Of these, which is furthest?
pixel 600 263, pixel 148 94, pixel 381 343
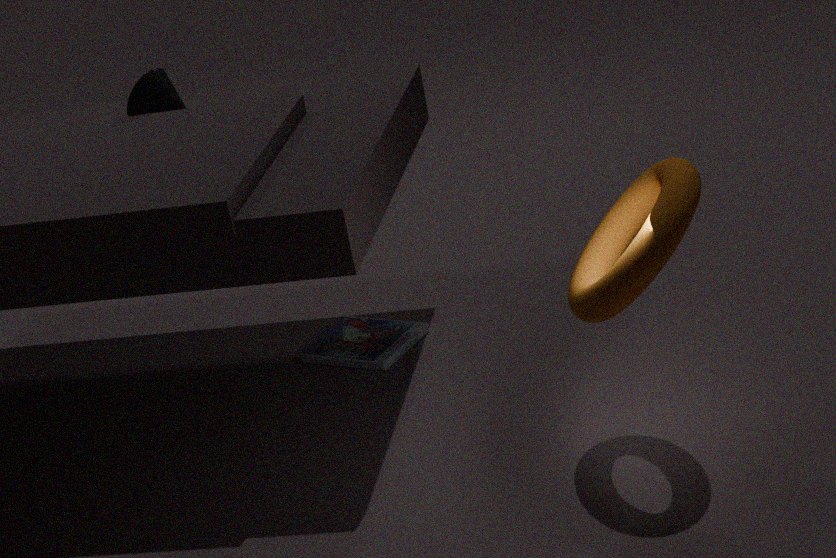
pixel 381 343
